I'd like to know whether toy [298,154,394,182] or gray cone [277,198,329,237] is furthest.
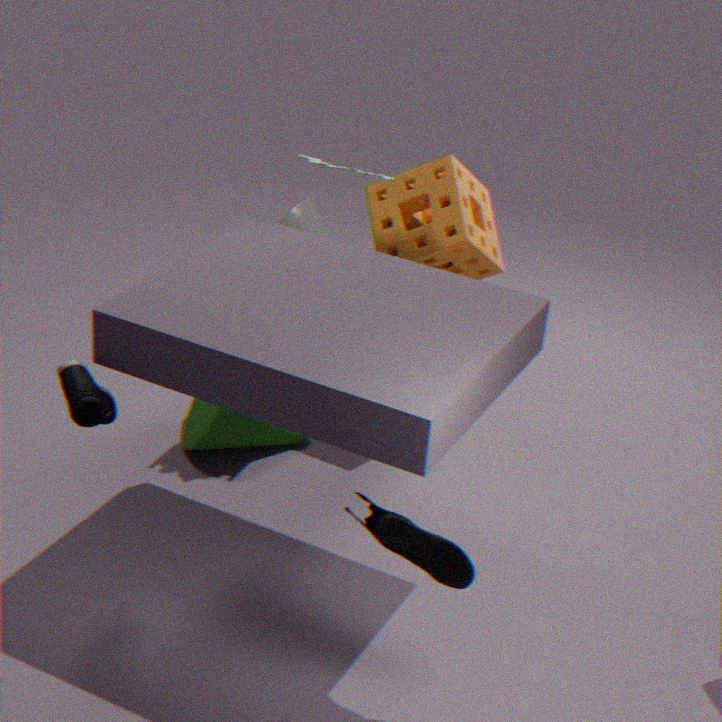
gray cone [277,198,329,237]
